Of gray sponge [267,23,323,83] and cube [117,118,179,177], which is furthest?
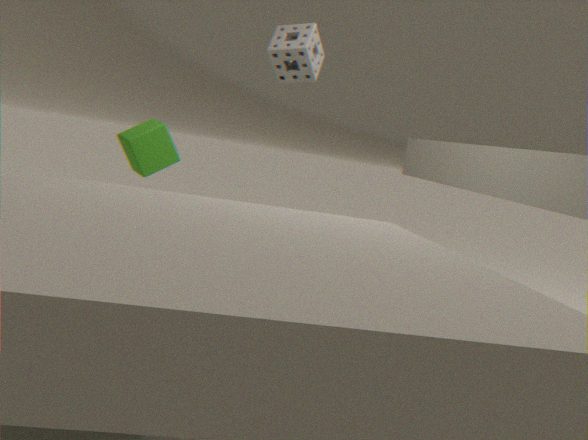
gray sponge [267,23,323,83]
